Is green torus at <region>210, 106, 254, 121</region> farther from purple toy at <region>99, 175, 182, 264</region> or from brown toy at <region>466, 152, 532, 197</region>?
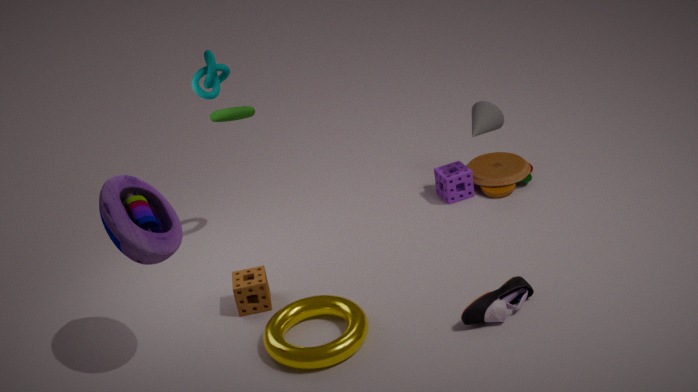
brown toy at <region>466, 152, 532, 197</region>
